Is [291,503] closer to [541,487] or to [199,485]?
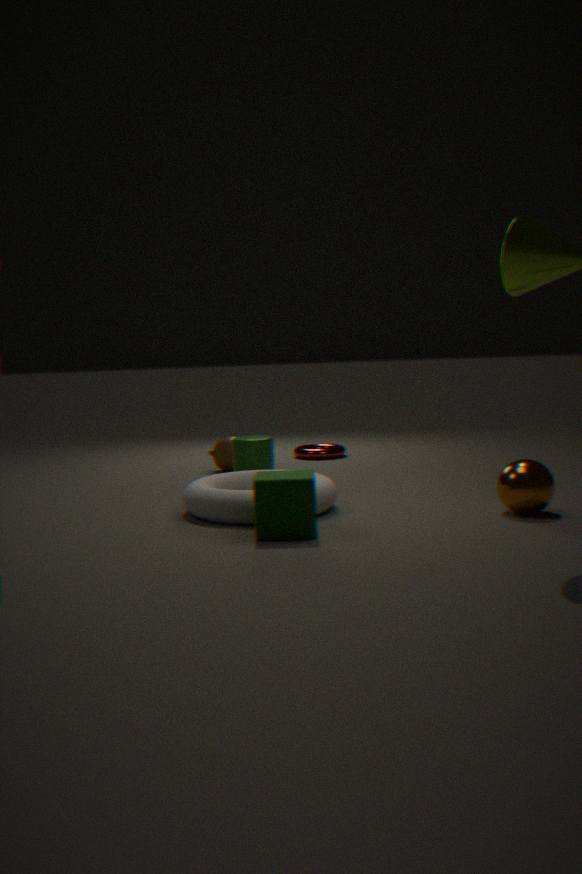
[199,485]
